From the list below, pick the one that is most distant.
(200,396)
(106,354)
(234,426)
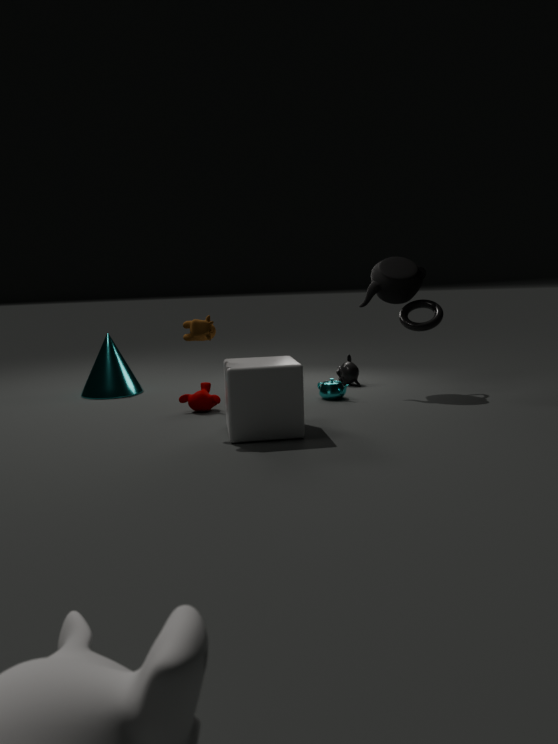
(106,354)
